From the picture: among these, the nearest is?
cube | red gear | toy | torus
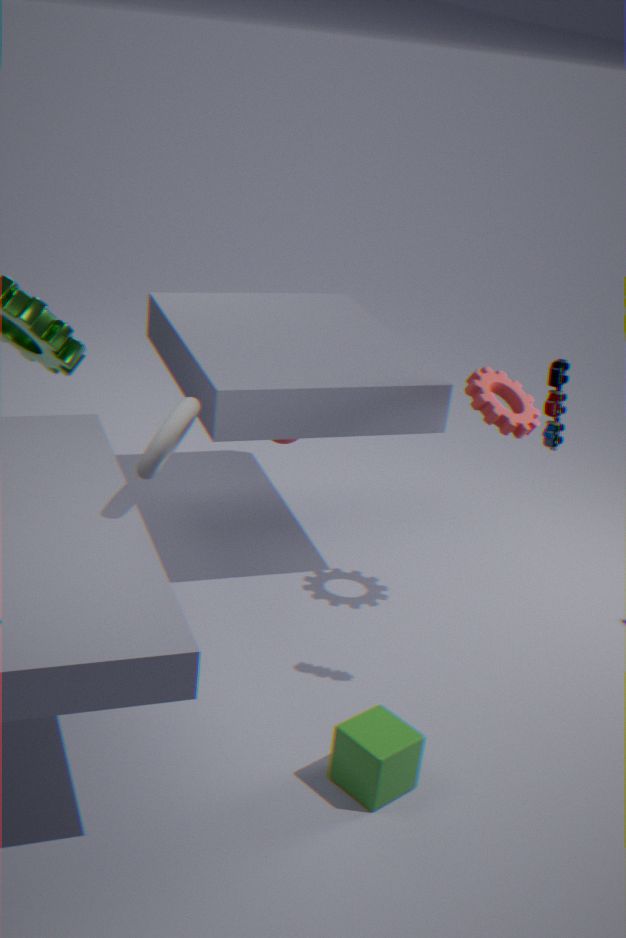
cube
